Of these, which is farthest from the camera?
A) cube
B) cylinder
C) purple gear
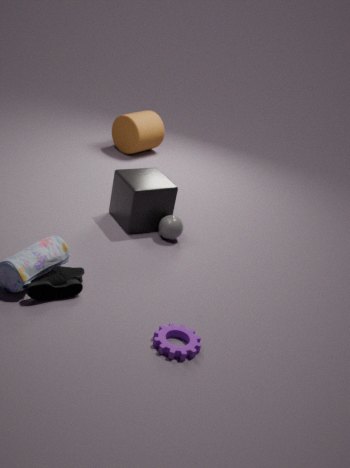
cylinder
